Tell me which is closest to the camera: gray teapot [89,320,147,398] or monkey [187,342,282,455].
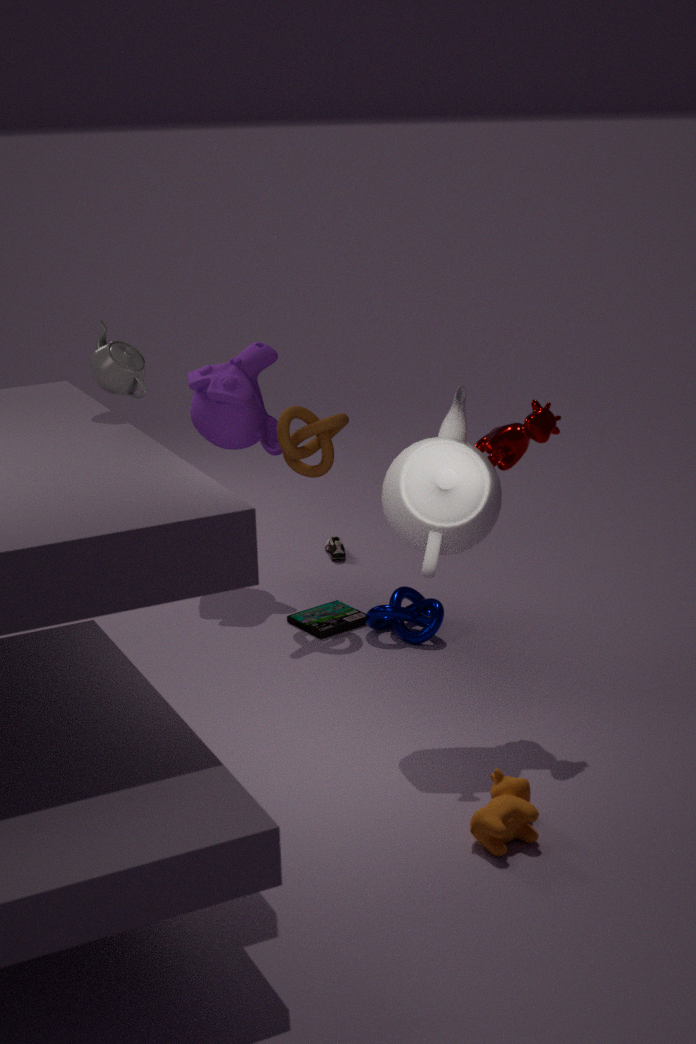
gray teapot [89,320,147,398]
